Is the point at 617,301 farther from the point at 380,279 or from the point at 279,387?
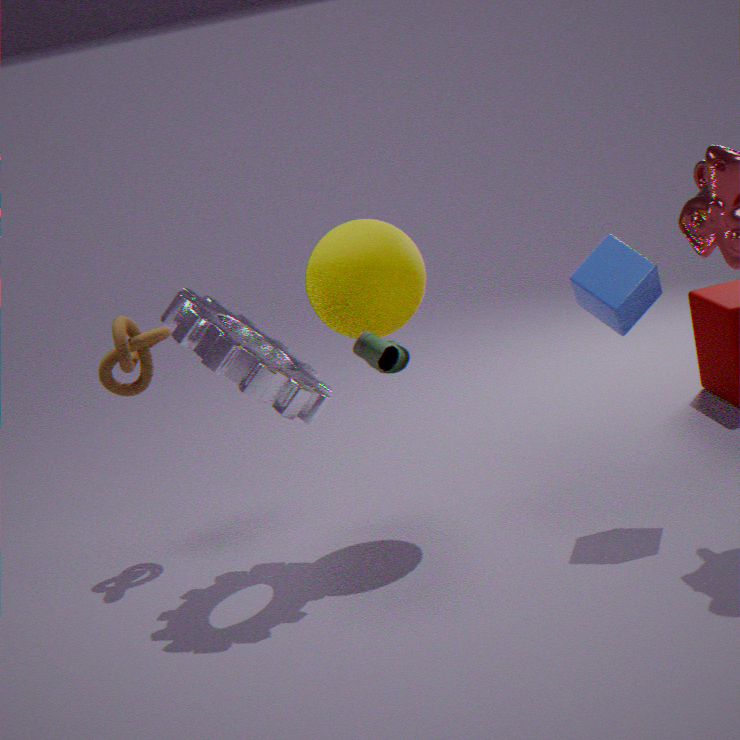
the point at 279,387
